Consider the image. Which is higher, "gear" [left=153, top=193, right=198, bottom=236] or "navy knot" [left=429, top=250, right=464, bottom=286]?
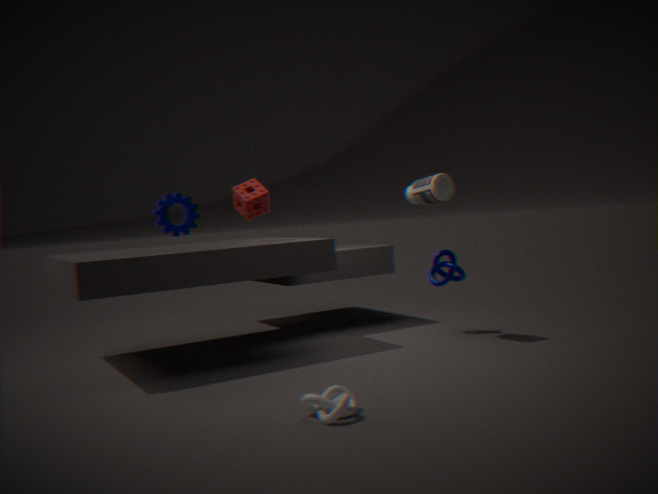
"gear" [left=153, top=193, right=198, bottom=236]
